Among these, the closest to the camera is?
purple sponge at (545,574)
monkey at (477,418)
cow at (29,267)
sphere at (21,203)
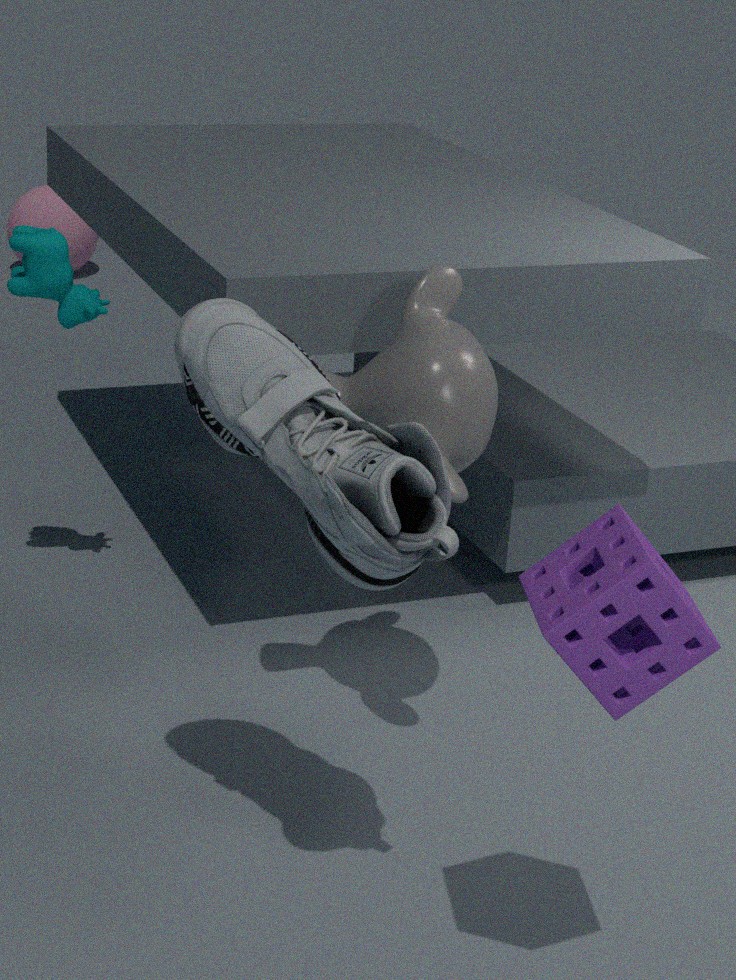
purple sponge at (545,574)
